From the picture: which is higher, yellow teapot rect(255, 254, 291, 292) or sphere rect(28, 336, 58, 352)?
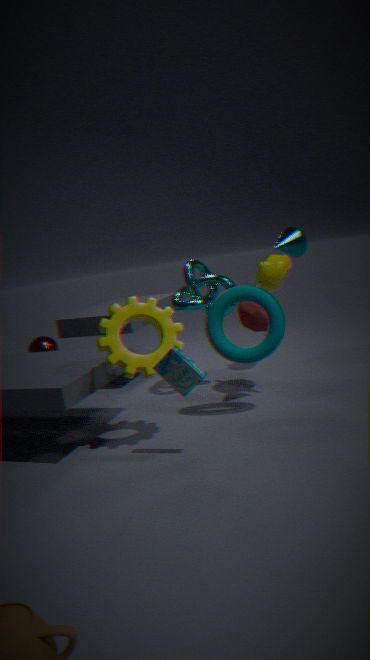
yellow teapot rect(255, 254, 291, 292)
